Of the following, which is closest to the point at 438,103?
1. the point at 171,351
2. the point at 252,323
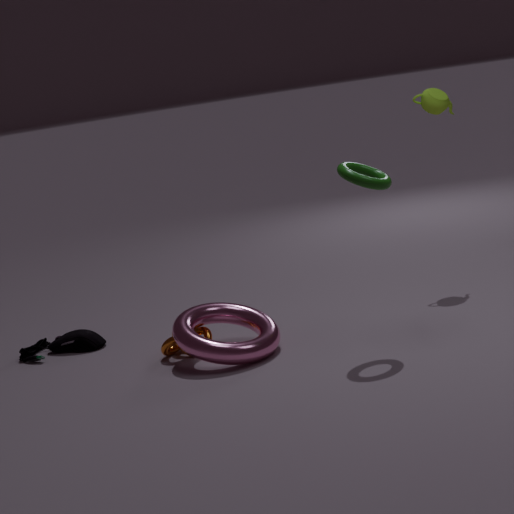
the point at 252,323
